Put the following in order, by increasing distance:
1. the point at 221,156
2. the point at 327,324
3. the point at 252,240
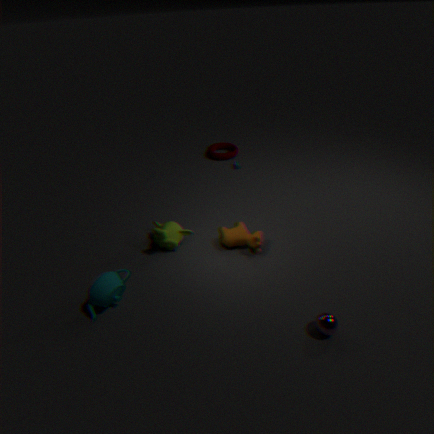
the point at 327,324 < the point at 252,240 < the point at 221,156
